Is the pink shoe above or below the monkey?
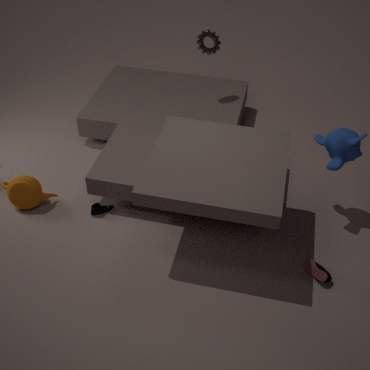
below
